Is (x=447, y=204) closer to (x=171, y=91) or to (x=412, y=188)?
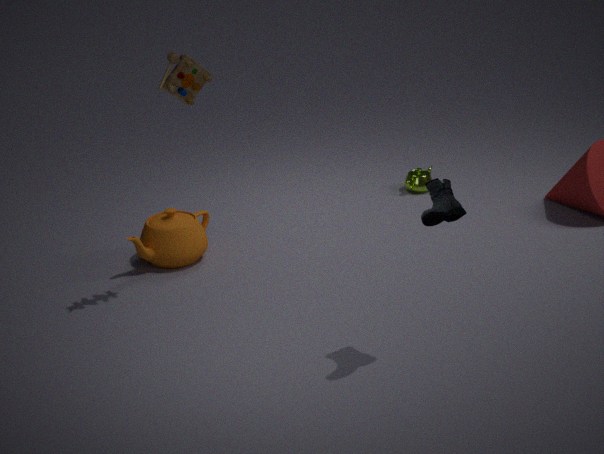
(x=171, y=91)
